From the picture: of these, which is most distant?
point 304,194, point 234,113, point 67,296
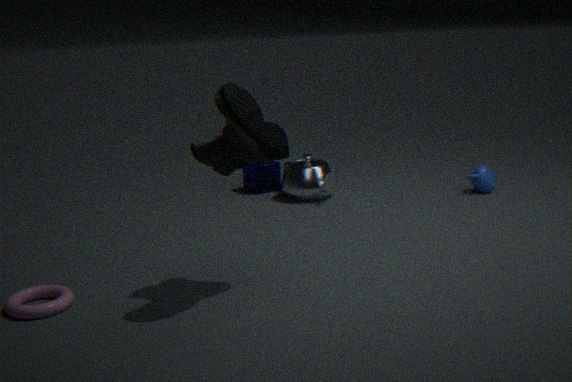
point 304,194
